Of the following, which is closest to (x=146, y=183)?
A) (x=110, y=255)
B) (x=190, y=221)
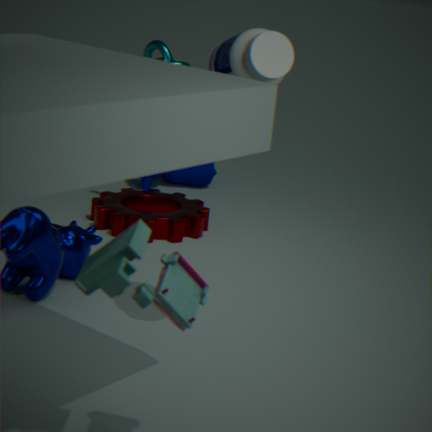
(x=190, y=221)
